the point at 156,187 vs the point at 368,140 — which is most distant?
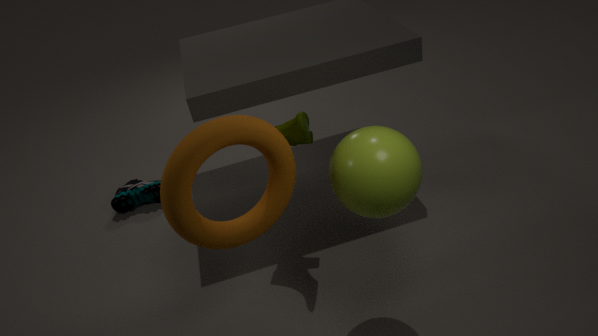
the point at 156,187
